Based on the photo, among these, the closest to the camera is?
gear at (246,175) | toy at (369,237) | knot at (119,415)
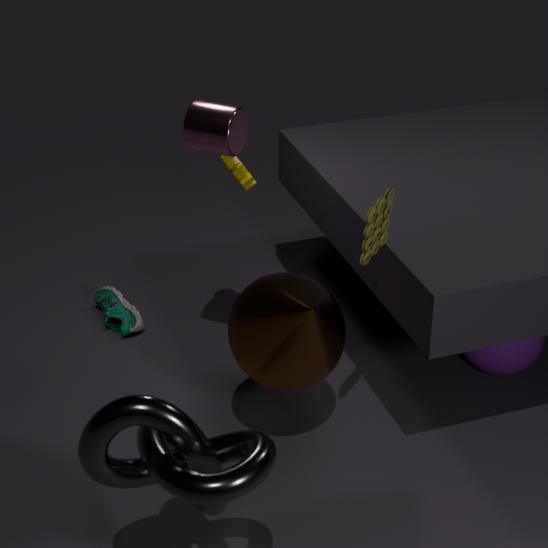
knot at (119,415)
